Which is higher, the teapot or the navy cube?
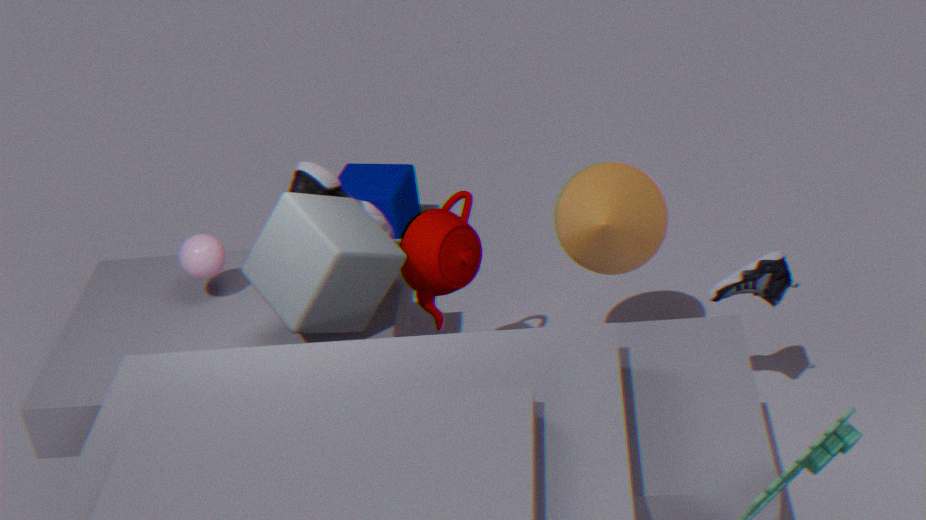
the teapot
